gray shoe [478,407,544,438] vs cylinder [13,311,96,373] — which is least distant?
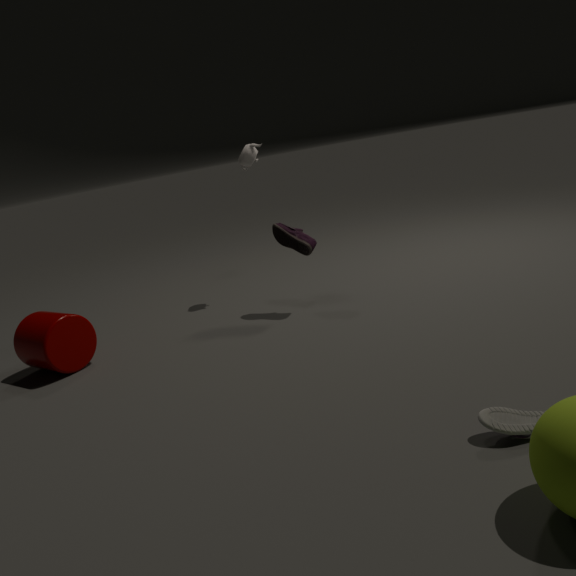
gray shoe [478,407,544,438]
